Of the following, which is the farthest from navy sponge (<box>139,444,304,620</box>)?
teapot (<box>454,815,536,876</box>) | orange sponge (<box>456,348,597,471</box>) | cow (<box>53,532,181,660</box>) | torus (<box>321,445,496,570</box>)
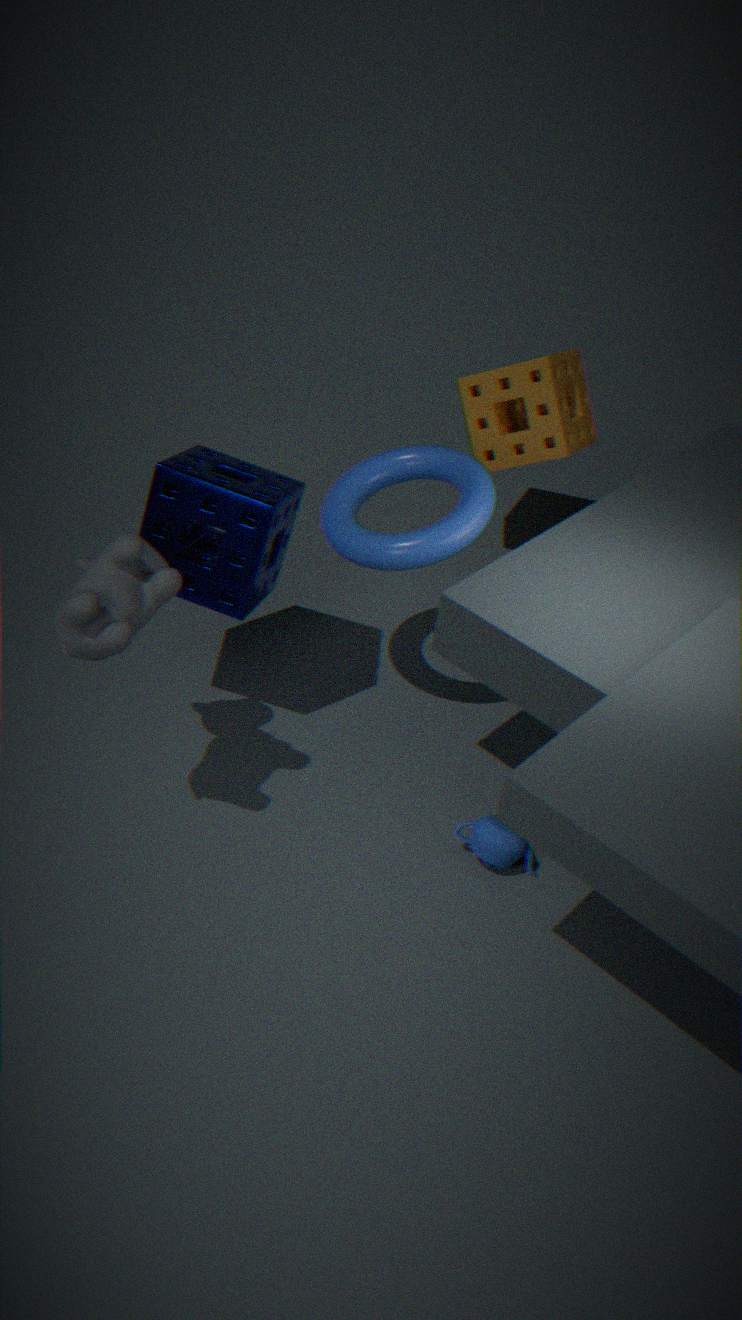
orange sponge (<box>456,348,597,471</box>)
